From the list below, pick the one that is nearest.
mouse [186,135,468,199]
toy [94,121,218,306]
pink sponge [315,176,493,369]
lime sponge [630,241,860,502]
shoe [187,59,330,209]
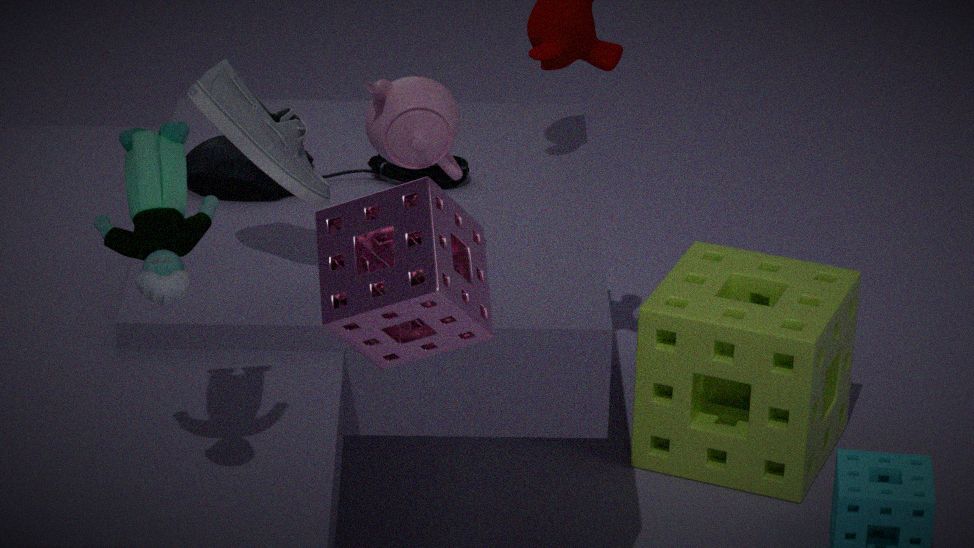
pink sponge [315,176,493,369]
